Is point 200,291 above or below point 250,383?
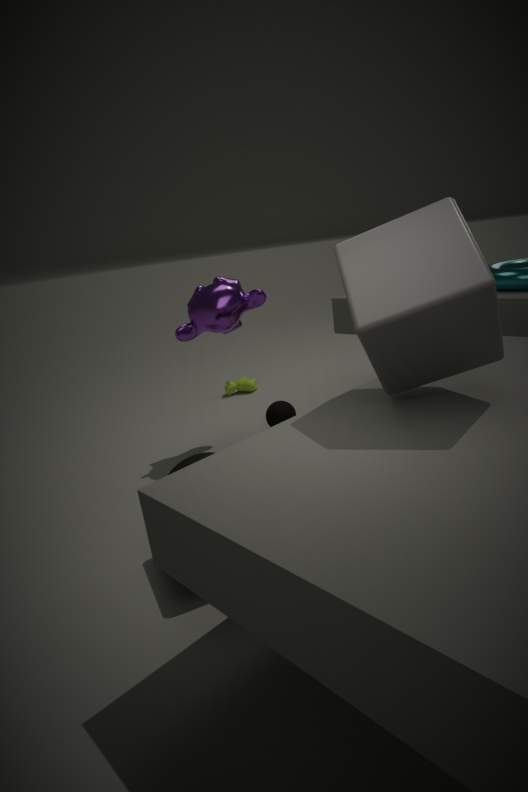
above
